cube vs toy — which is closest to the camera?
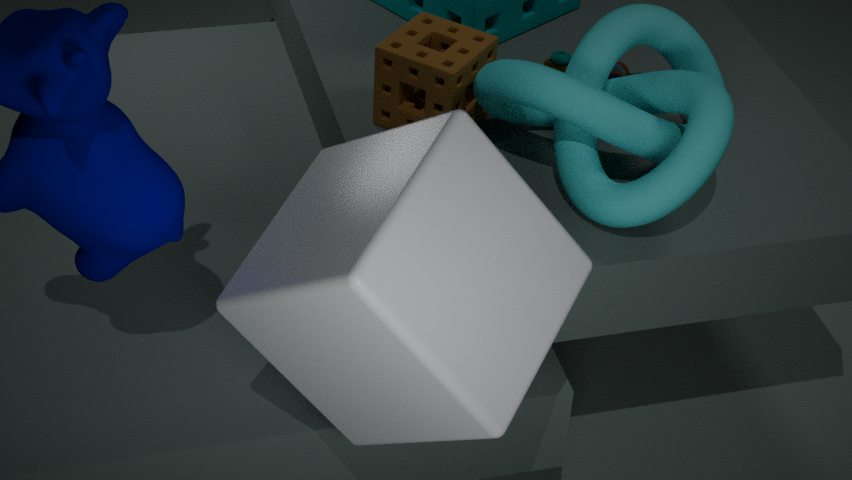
cube
